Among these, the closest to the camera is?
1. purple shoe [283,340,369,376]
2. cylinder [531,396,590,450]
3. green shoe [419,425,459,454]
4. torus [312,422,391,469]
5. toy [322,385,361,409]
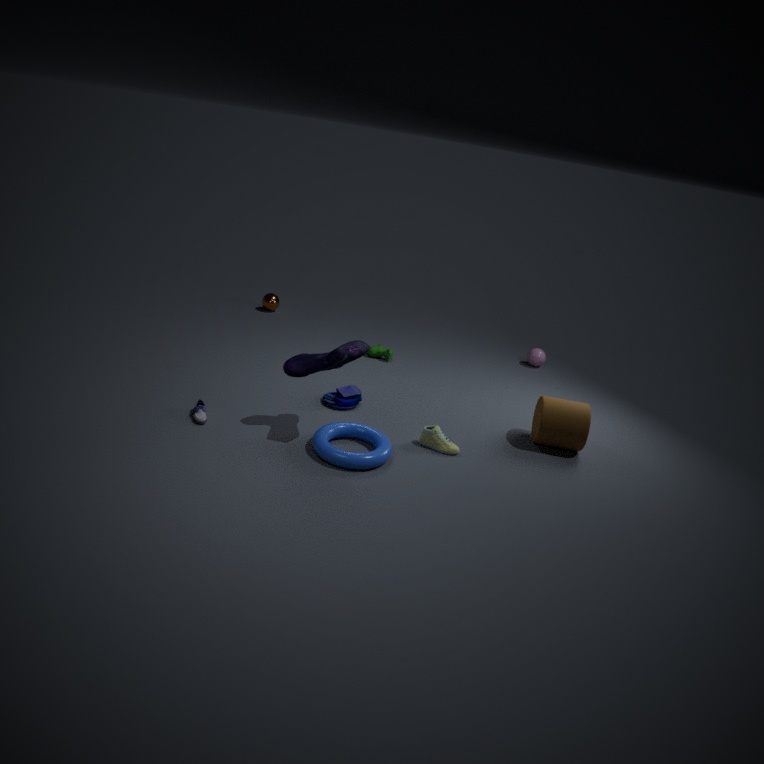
torus [312,422,391,469]
